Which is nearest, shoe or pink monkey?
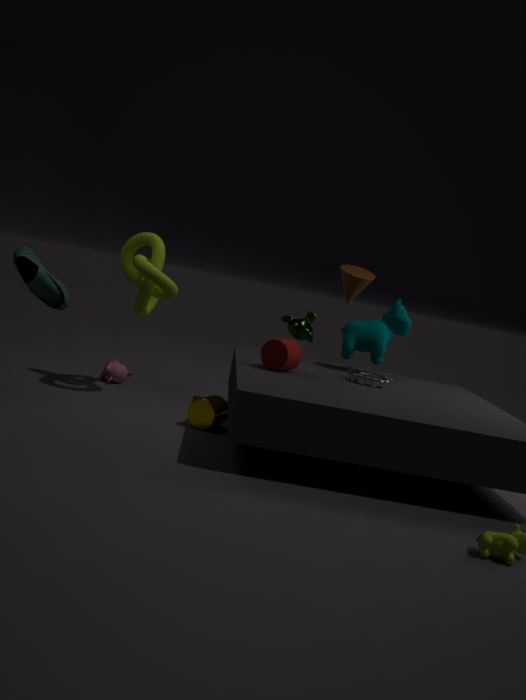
shoe
